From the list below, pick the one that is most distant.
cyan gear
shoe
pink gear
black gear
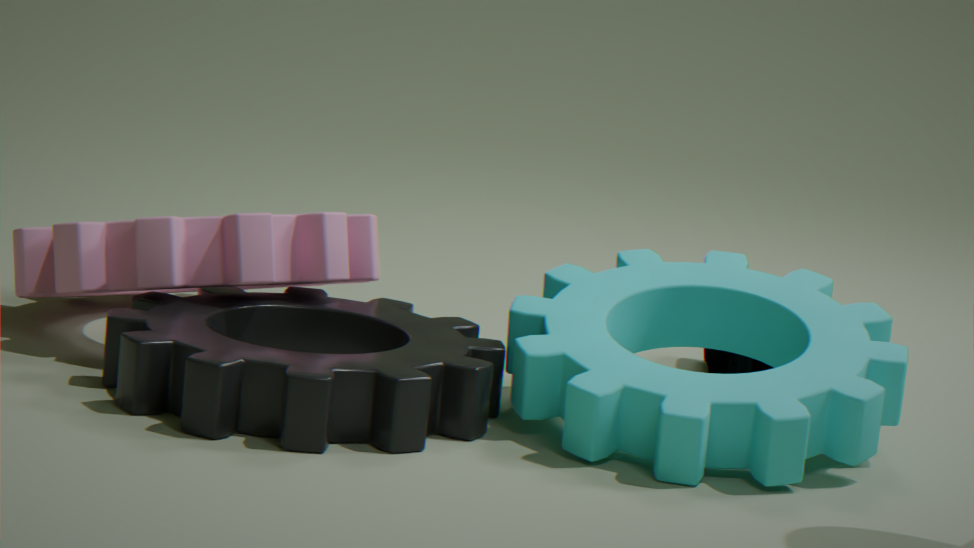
shoe
